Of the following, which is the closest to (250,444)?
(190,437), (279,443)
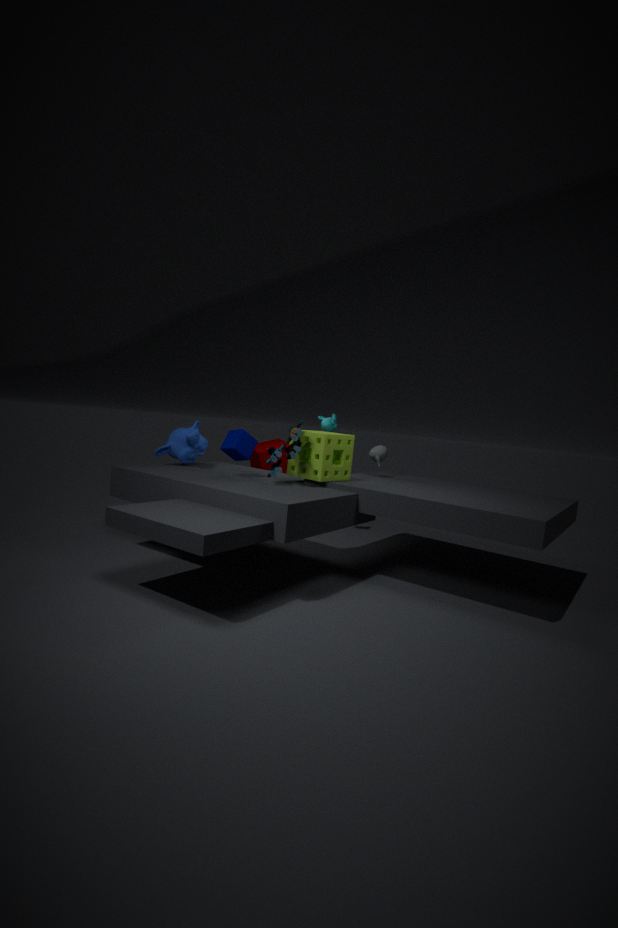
(190,437)
